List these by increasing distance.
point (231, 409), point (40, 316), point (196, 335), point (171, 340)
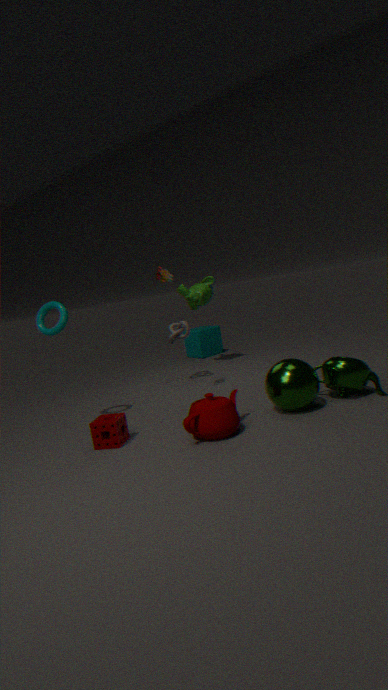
point (231, 409), point (40, 316), point (171, 340), point (196, 335)
